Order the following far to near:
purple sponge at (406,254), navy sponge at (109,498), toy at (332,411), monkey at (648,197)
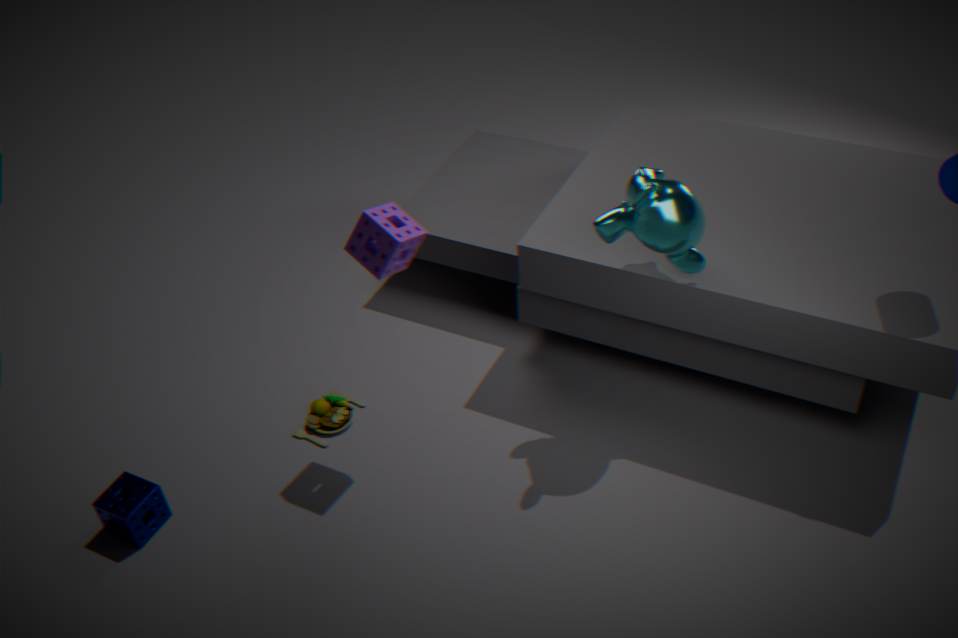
toy at (332,411), navy sponge at (109,498), purple sponge at (406,254), monkey at (648,197)
